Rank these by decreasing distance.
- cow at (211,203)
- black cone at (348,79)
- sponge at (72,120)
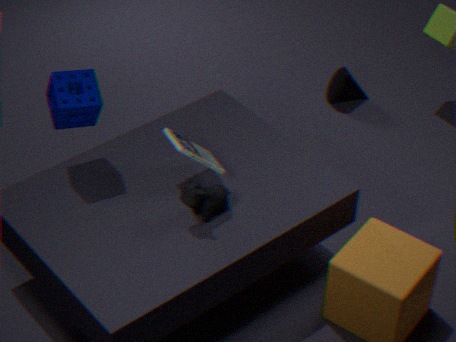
black cone at (348,79)
sponge at (72,120)
cow at (211,203)
